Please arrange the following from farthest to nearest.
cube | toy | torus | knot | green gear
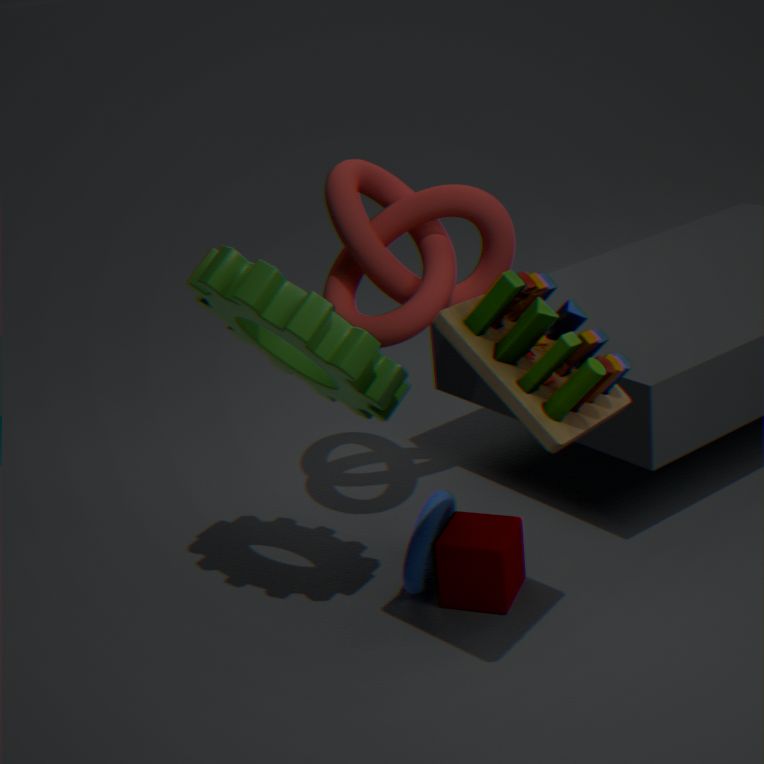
knot < torus < cube < green gear < toy
